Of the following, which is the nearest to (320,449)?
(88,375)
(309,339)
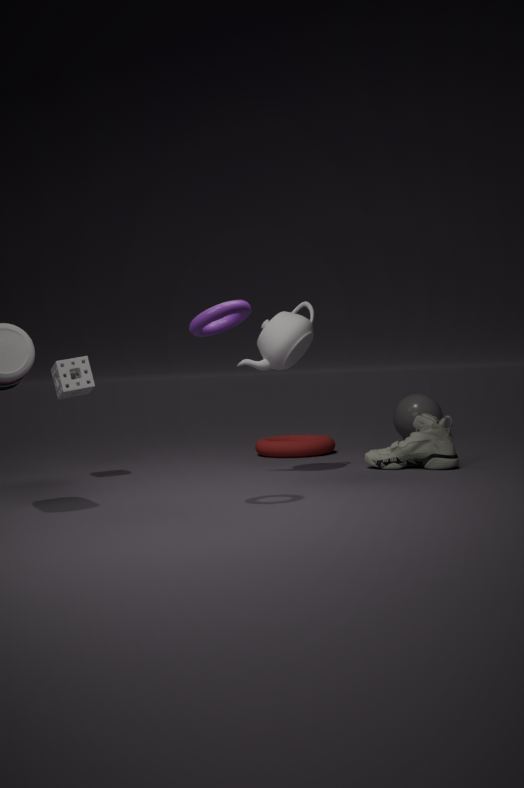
(309,339)
